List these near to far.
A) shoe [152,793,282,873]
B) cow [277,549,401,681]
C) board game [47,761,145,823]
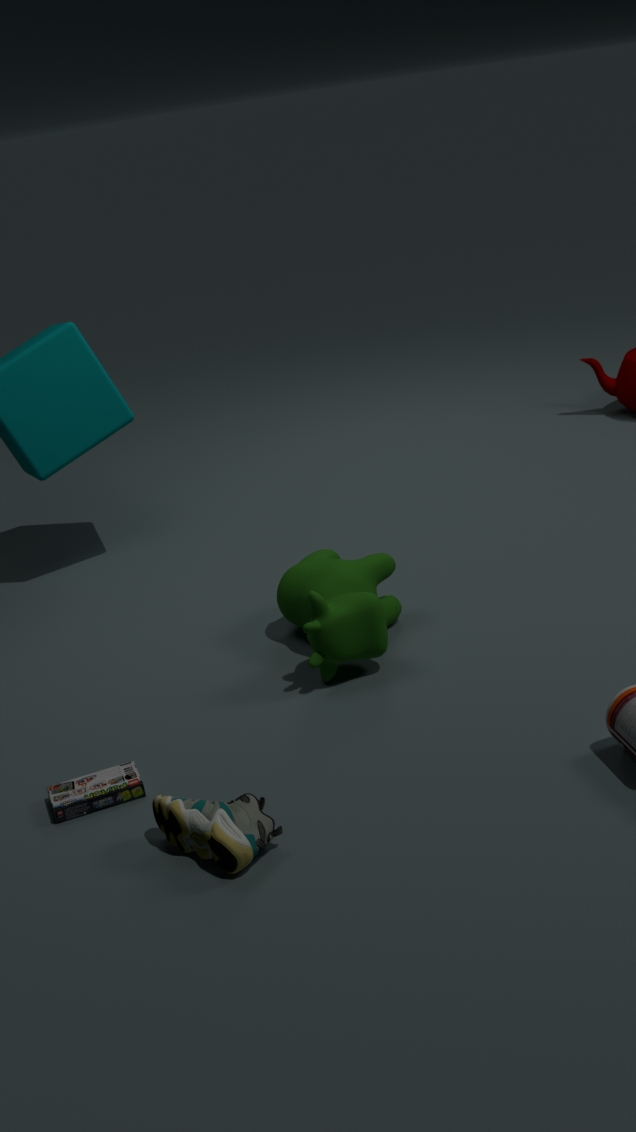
A. shoe [152,793,282,873] → C. board game [47,761,145,823] → B. cow [277,549,401,681]
